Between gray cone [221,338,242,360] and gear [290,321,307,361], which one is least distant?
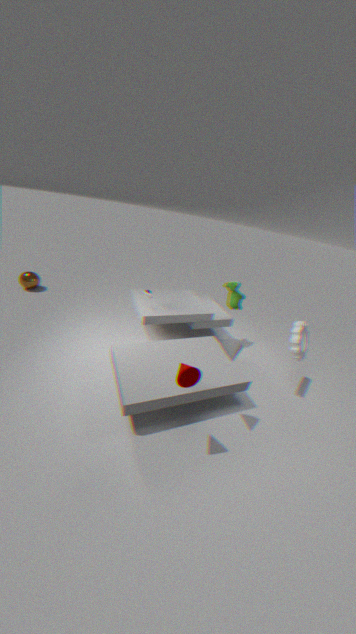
gray cone [221,338,242,360]
